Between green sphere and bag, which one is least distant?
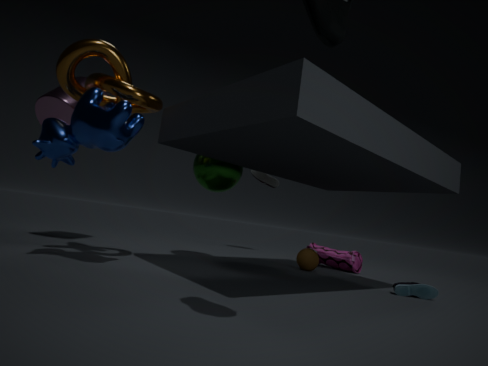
green sphere
